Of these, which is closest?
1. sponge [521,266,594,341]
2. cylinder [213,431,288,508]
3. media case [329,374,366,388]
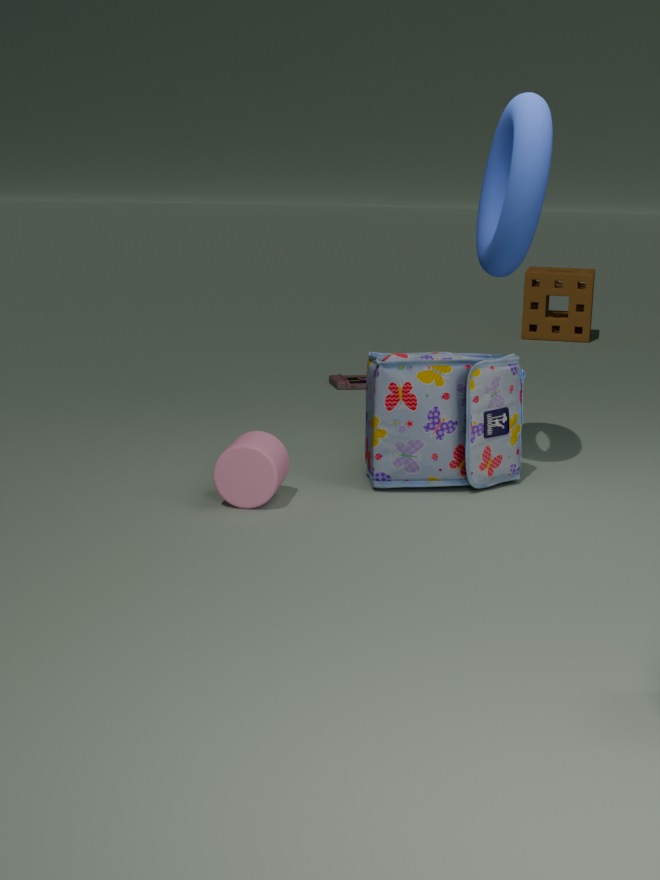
cylinder [213,431,288,508]
